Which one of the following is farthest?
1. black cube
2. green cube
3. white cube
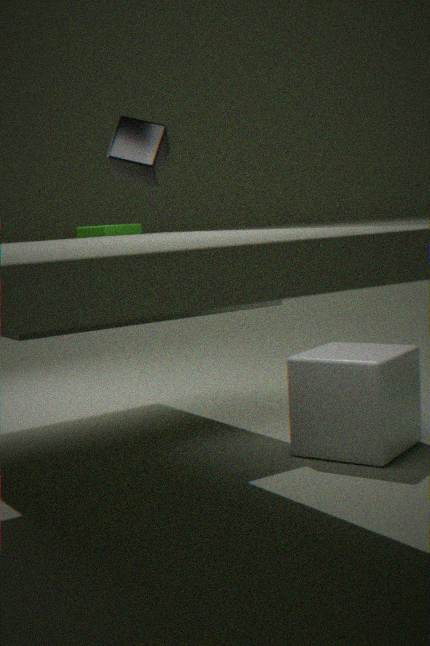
black cube
